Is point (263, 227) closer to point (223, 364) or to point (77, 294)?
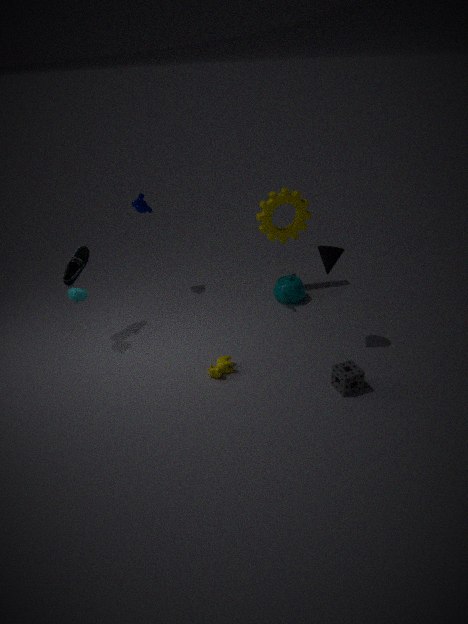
point (223, 364)
